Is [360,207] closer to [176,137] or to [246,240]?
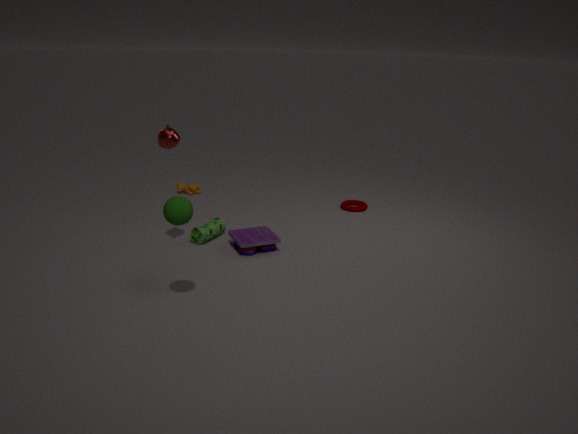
[246,240]
